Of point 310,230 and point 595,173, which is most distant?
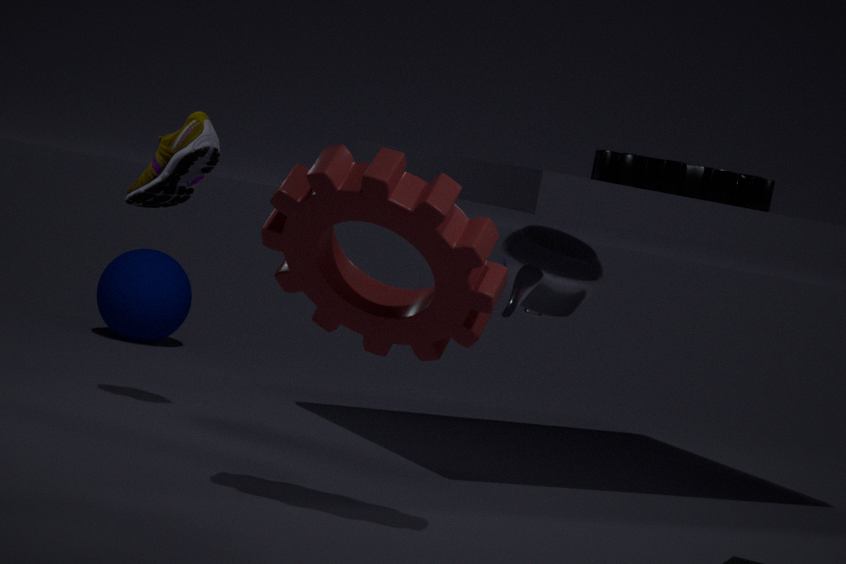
point 595,173
